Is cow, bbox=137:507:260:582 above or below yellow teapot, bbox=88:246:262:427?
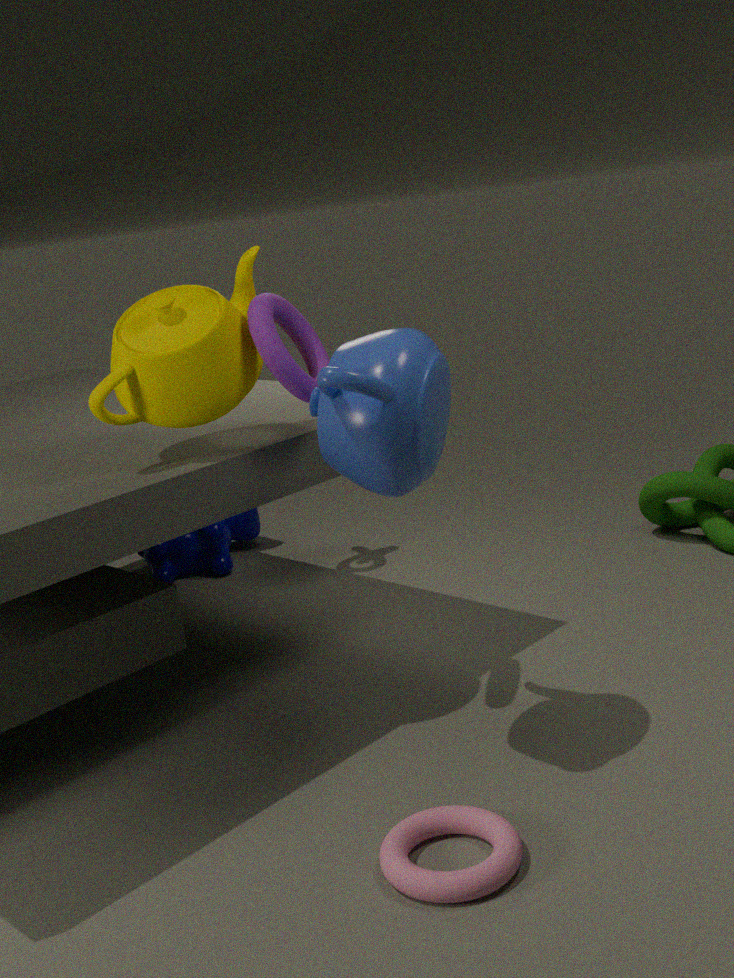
below
